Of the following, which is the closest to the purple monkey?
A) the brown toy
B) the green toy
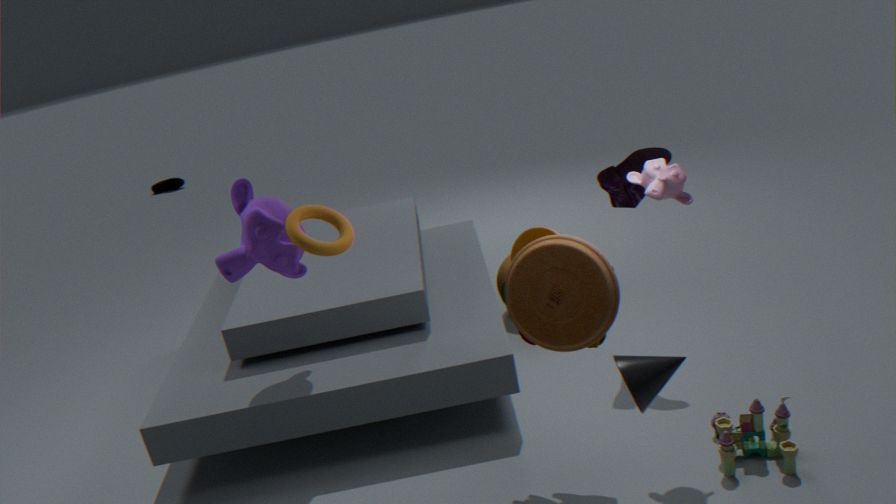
the brown toy
